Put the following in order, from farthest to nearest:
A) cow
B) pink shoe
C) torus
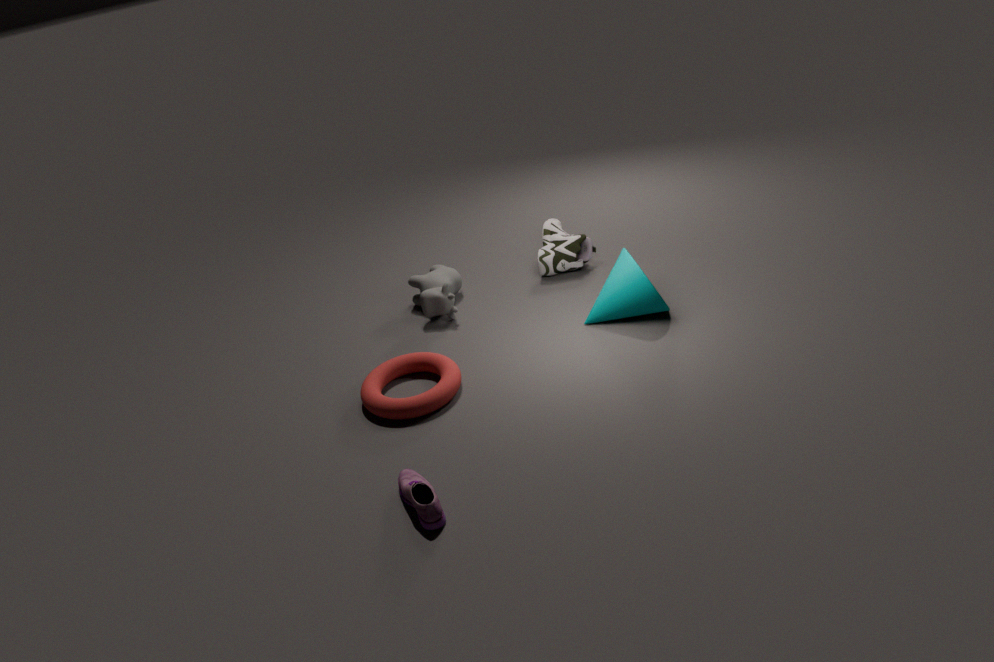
cow < torus < pink shoe
